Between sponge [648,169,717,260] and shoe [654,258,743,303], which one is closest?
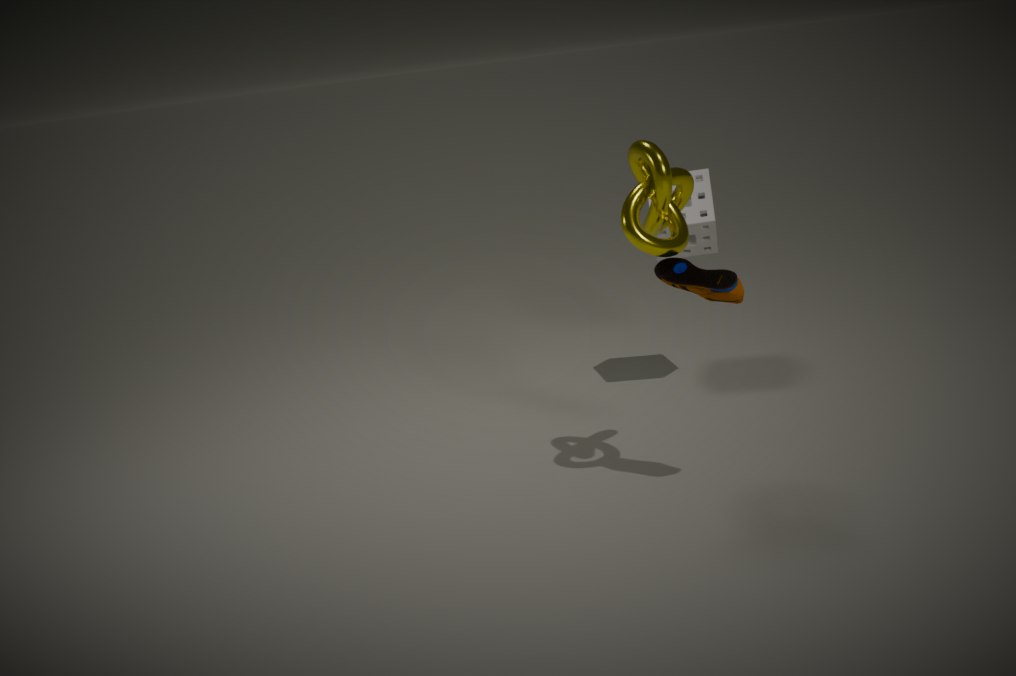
shoe [654,258,743,303]
